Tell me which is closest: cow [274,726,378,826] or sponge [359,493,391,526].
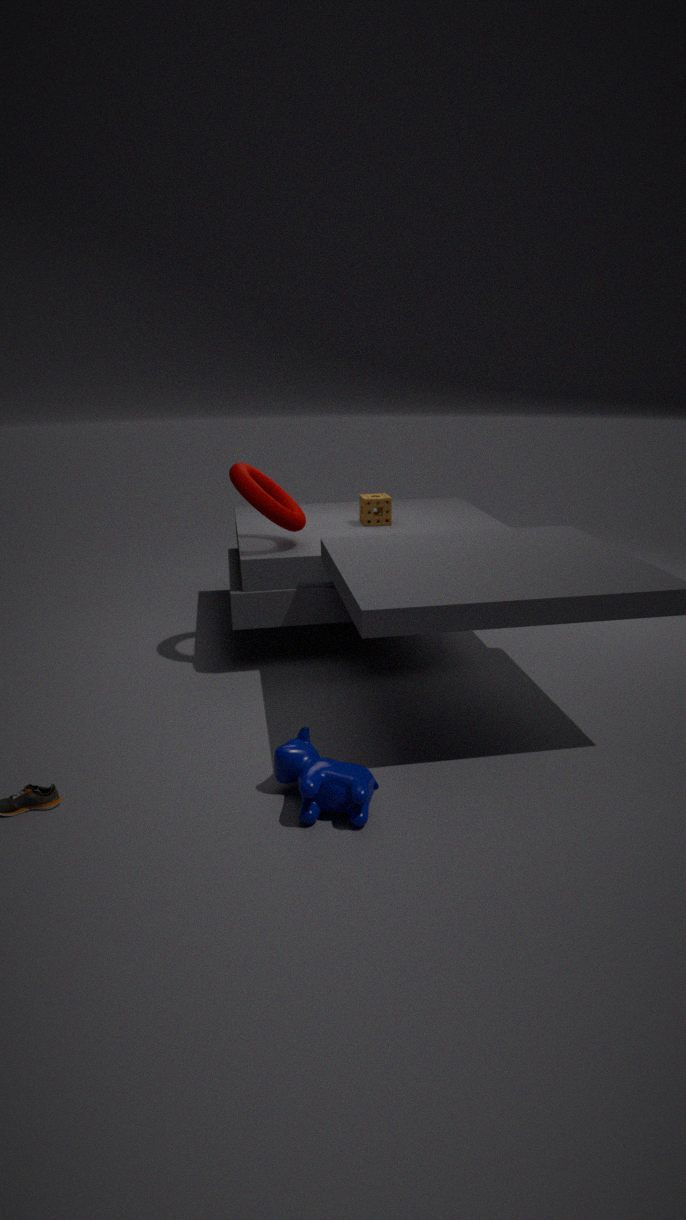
cow [274,726,378,826]
